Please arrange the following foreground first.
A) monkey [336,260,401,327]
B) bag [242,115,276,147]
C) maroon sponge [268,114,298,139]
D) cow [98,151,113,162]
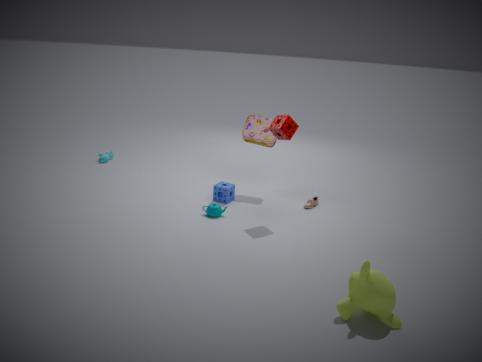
monkey [336,260,401,327], maroon sponge [268,114,298,139], bag [242,115,276,147], cow [98,151,113,162]
